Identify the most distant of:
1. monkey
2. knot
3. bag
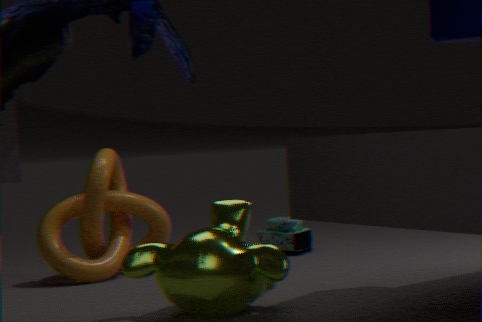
bag
